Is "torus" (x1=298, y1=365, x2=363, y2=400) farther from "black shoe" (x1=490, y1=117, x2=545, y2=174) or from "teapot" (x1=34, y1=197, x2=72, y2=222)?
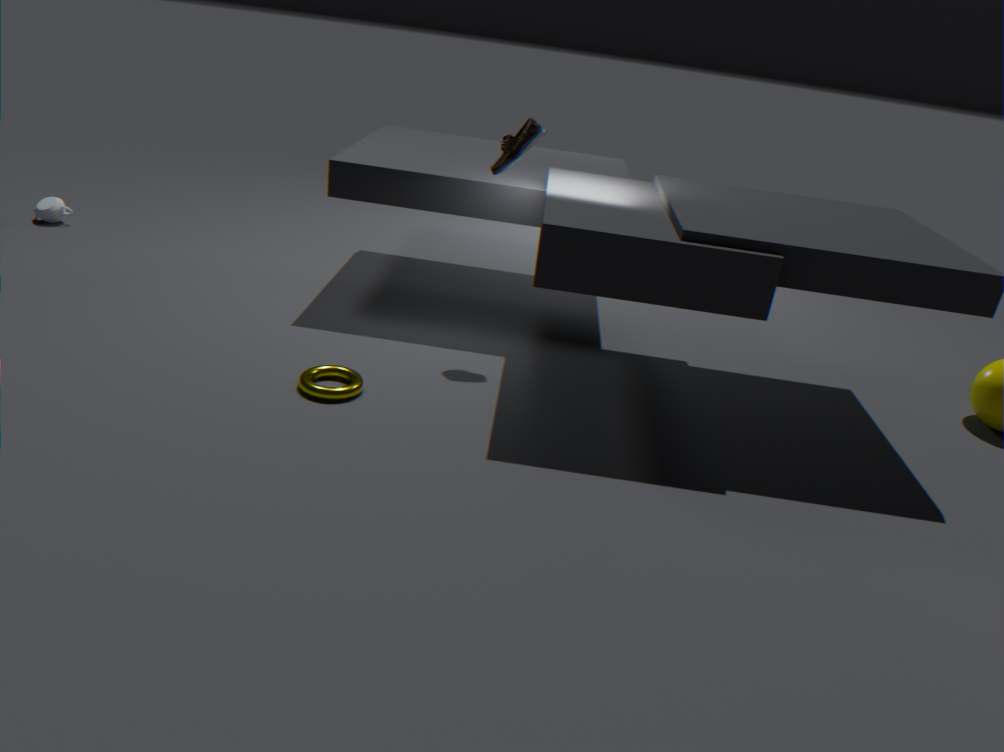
"teapot" (x1=34, y1=197, x2=72, y2=222)
